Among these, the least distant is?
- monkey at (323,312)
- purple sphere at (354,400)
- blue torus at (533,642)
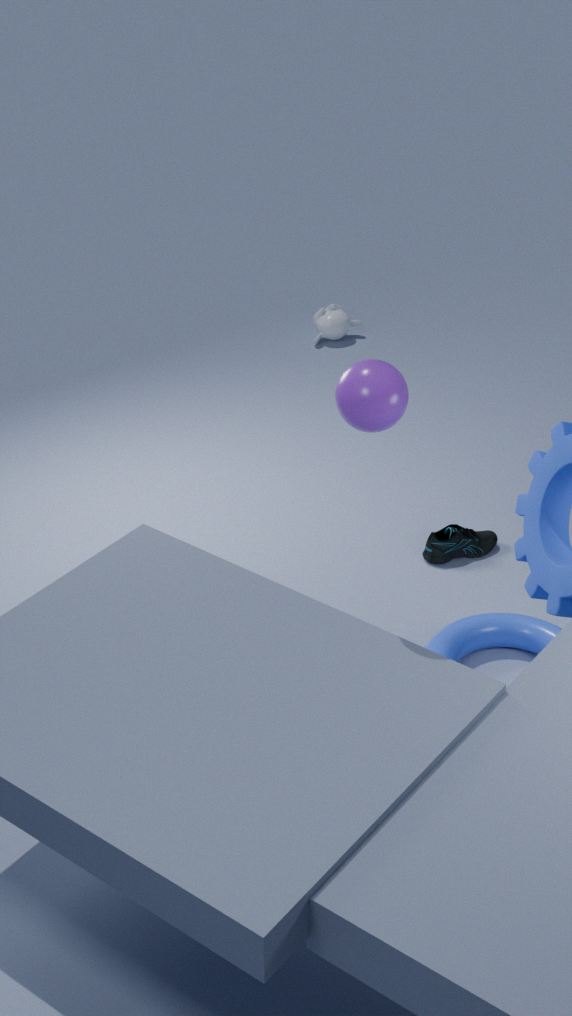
purple sphere at (354,400)
